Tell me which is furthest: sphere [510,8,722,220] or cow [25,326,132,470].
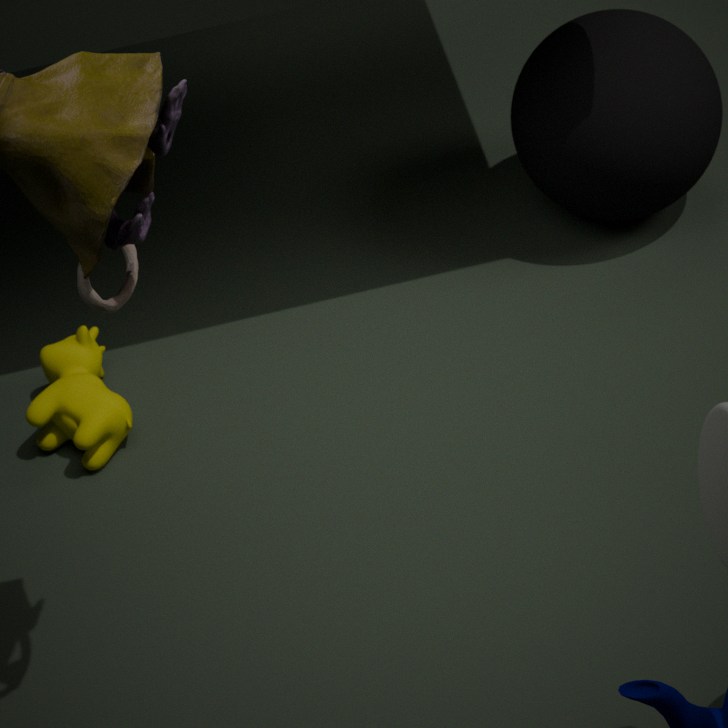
sphere [510,8,722,220]
